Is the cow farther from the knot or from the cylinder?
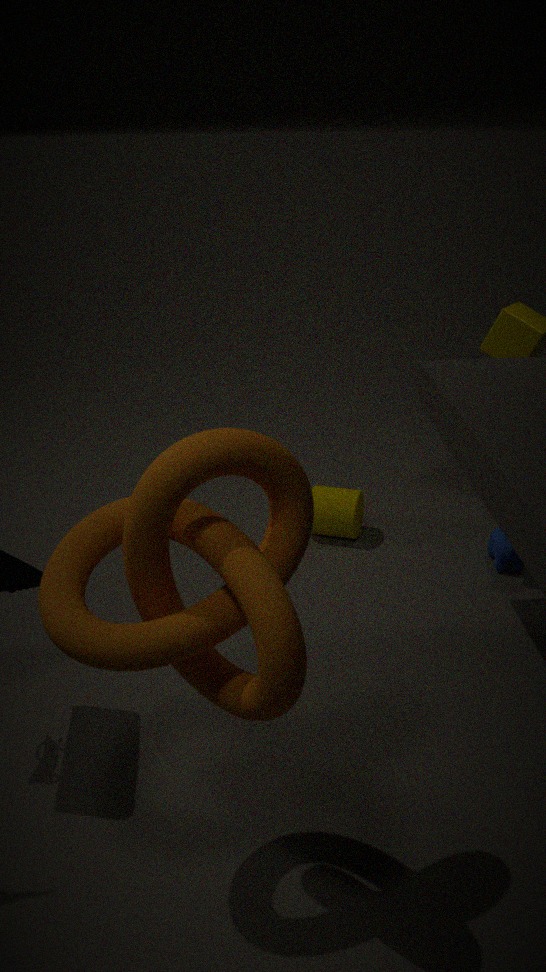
the knot
